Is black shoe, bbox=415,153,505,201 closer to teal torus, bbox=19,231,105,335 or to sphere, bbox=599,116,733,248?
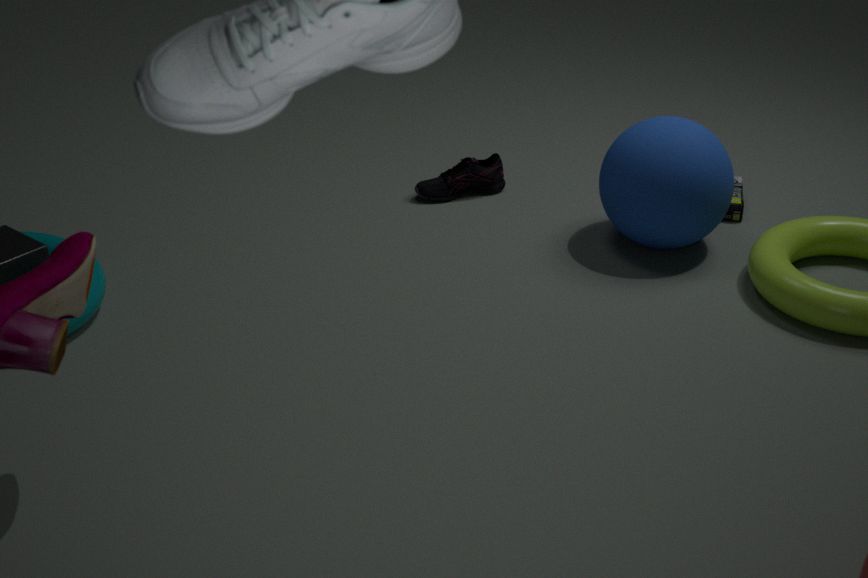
sphere, bbox=599,116,733,248
